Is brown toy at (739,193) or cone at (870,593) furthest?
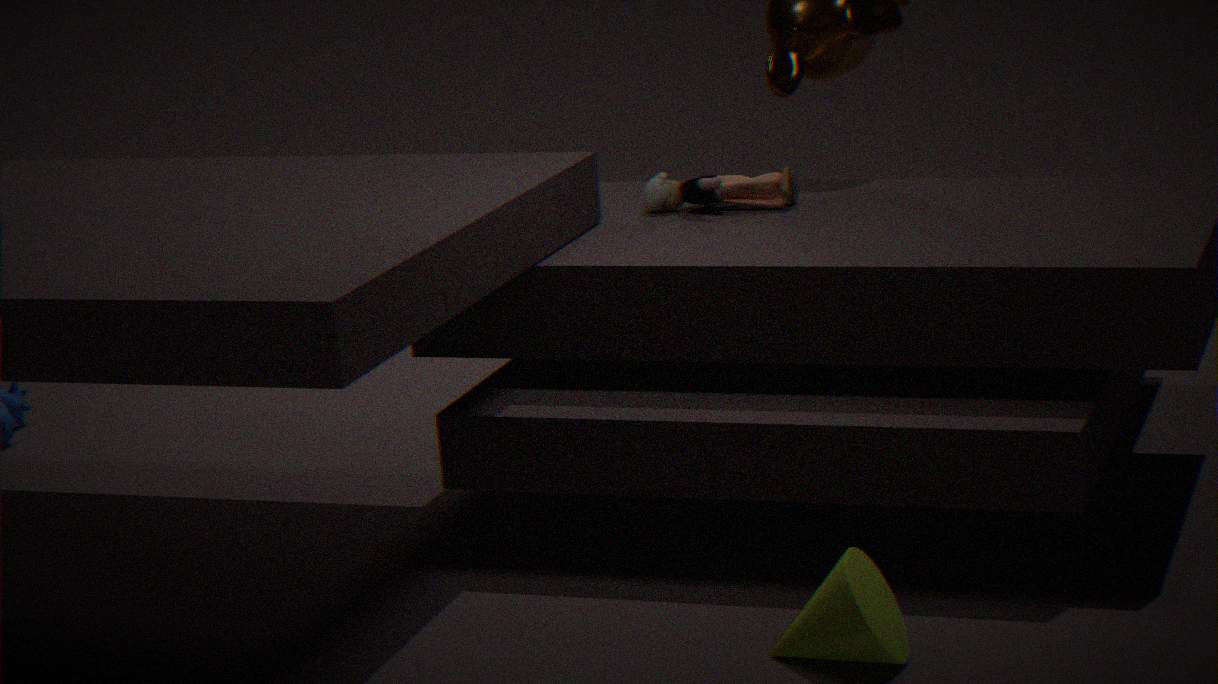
brown toy at (739,193)
